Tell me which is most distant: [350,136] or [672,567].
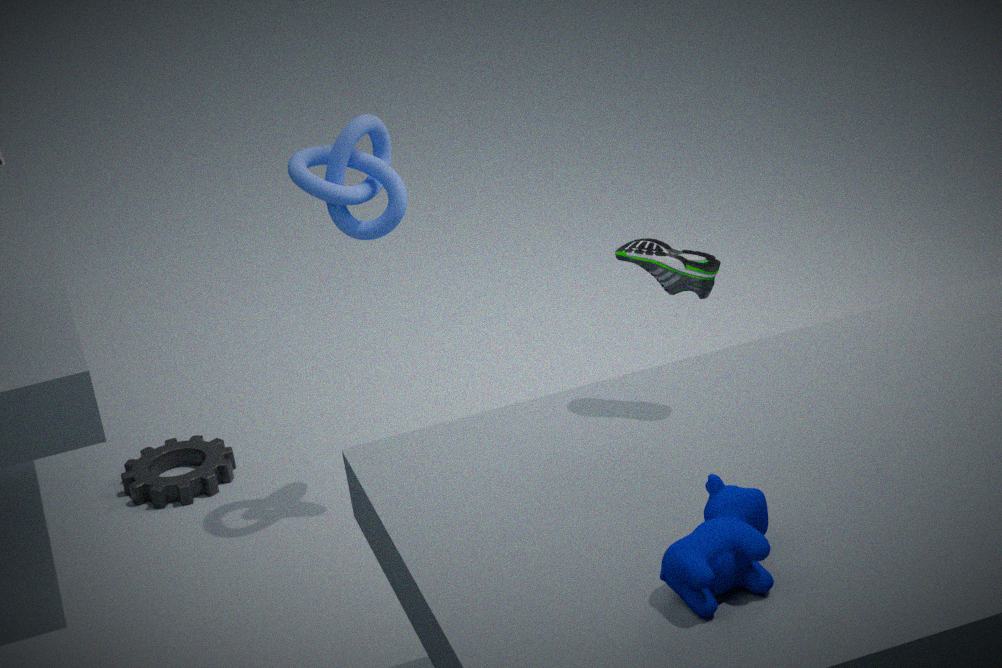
[350,136]
